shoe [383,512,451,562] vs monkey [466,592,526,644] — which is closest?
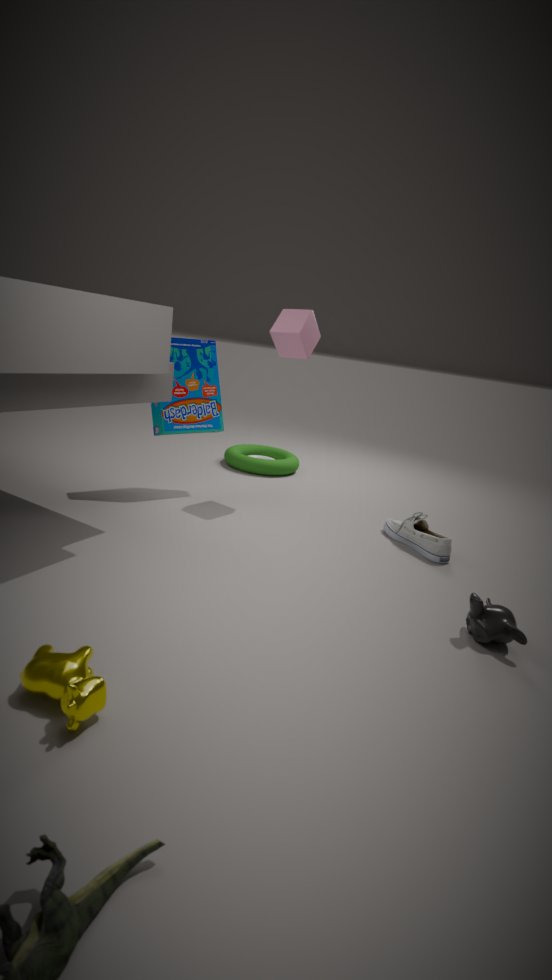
monkey [466,592,526,644]
